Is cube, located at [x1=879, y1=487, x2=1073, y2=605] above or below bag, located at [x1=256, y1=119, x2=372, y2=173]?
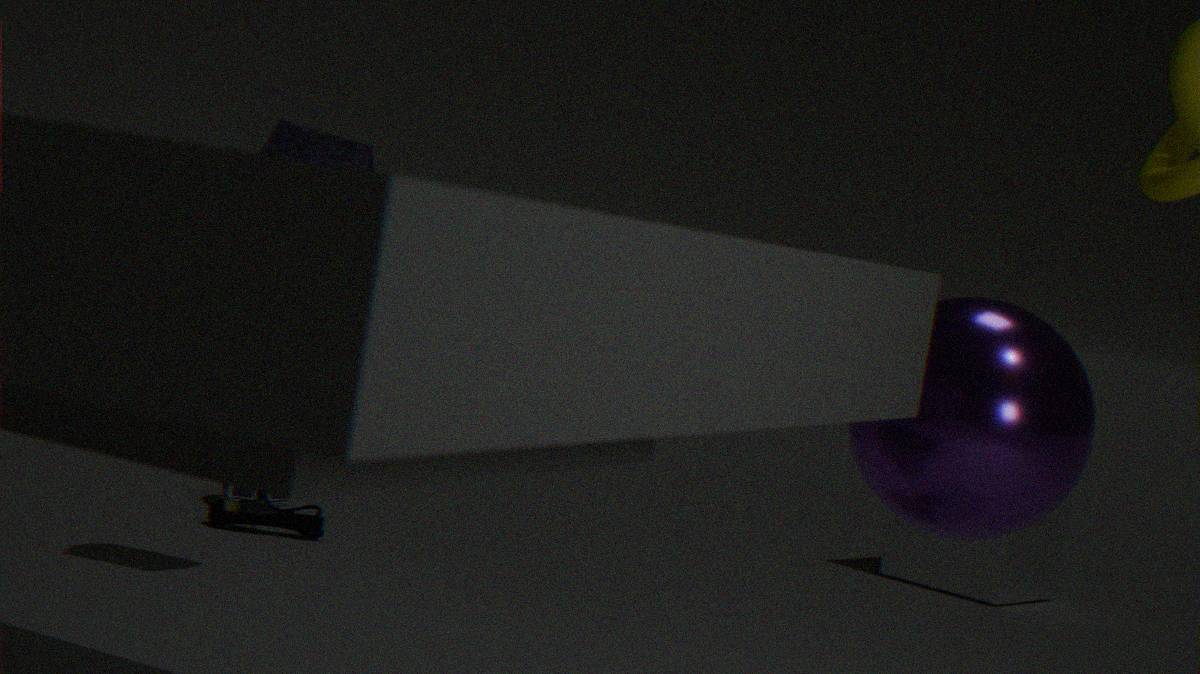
below
